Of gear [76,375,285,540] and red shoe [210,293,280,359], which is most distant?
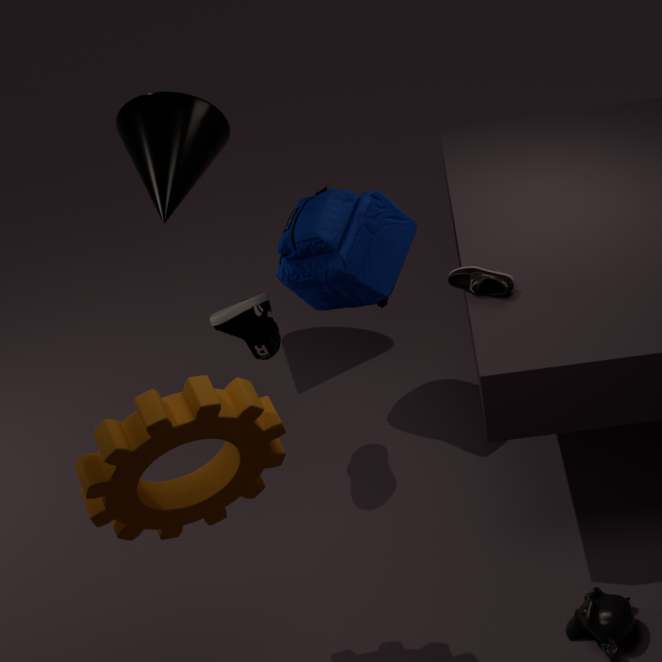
red shoe [210,293,280,359]
